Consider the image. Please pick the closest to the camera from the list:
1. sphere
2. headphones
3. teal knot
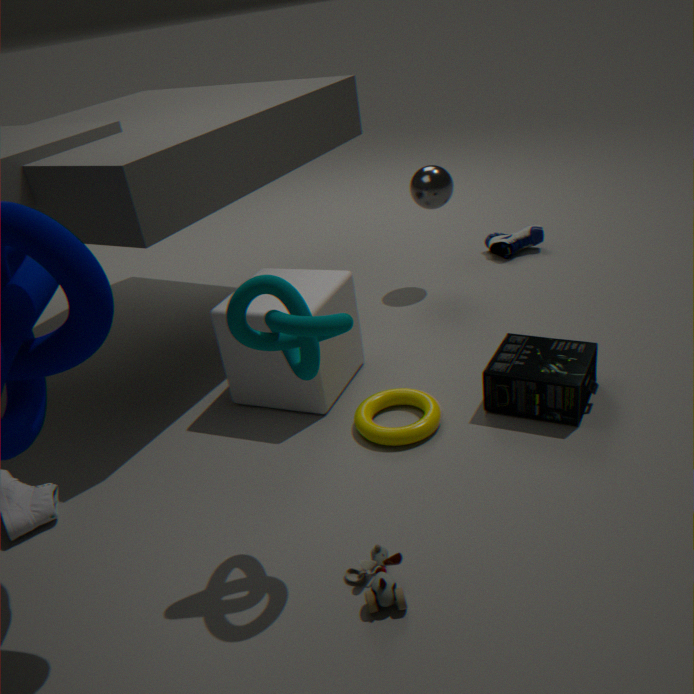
teal knot
